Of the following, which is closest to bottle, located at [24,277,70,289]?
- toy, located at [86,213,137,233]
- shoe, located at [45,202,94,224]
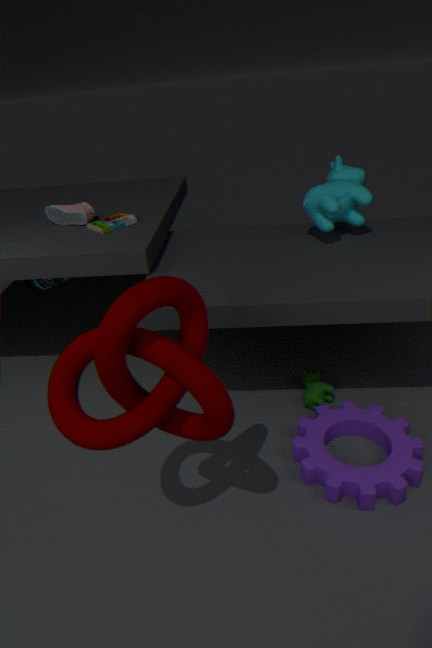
shoe, located at [45,202,94,224]
